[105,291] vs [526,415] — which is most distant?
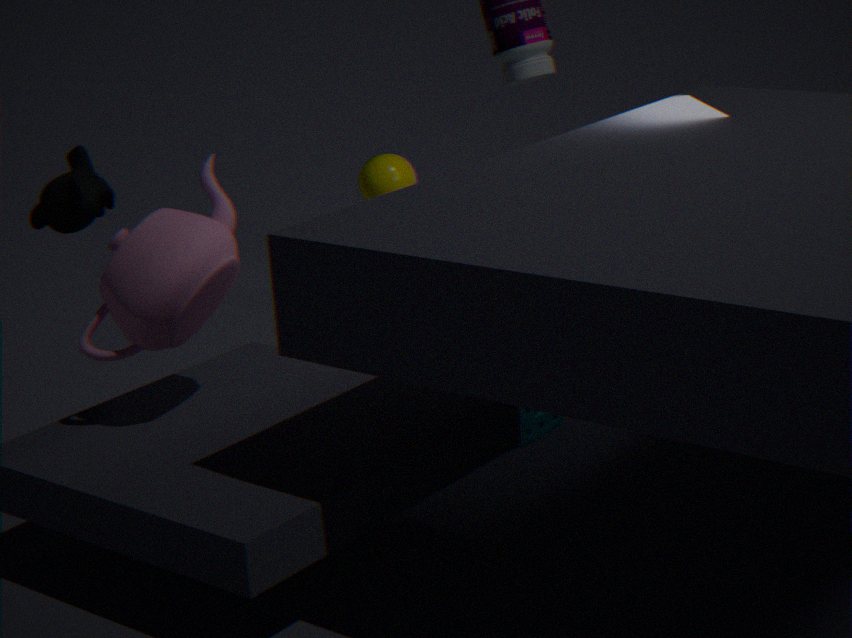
[526,415]
